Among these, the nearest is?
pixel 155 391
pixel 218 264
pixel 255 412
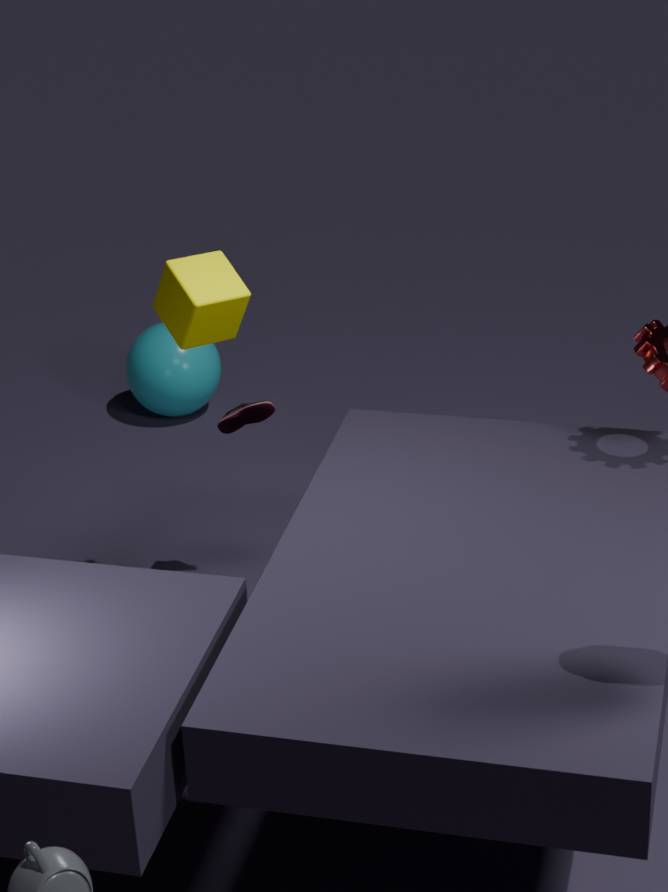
pixel 218 264
